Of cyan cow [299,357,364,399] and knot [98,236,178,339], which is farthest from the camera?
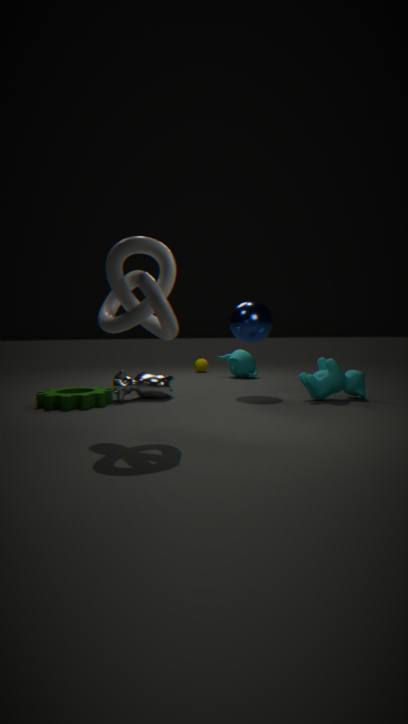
cyan cow [299,357,364,399]
